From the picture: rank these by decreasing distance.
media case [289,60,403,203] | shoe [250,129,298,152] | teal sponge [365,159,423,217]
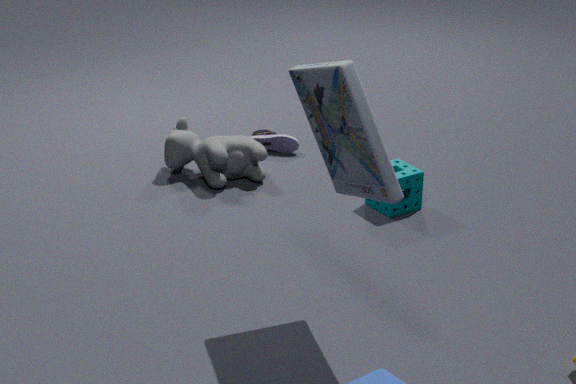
shoe [250,129,298,152], teal sponge [365,159,423,217], media case [289,60,403,203]
